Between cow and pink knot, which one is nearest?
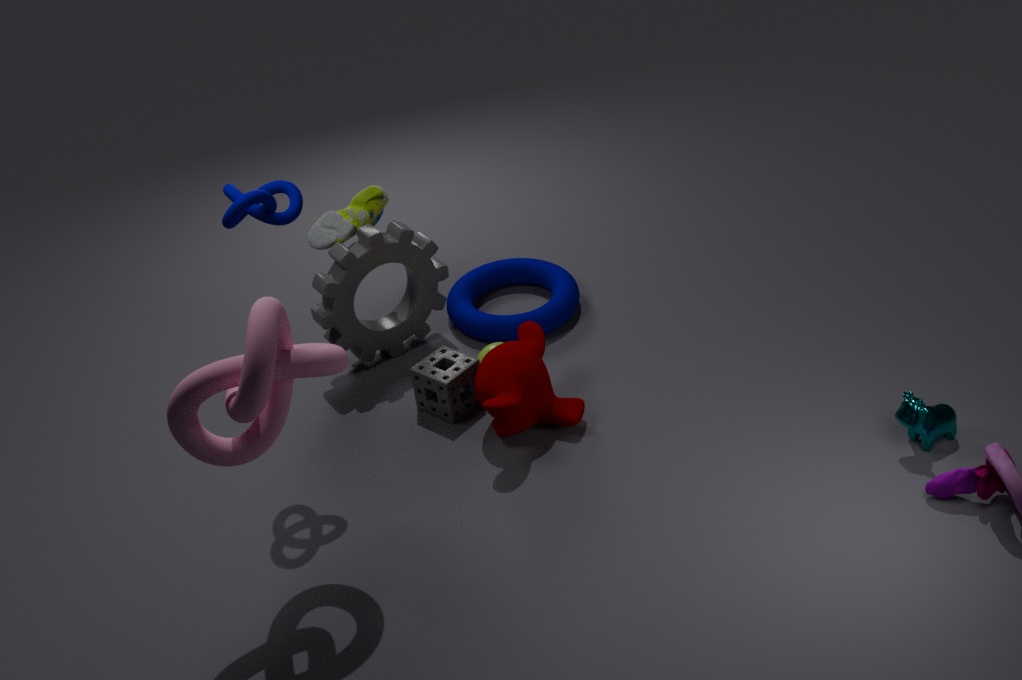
pink knot
